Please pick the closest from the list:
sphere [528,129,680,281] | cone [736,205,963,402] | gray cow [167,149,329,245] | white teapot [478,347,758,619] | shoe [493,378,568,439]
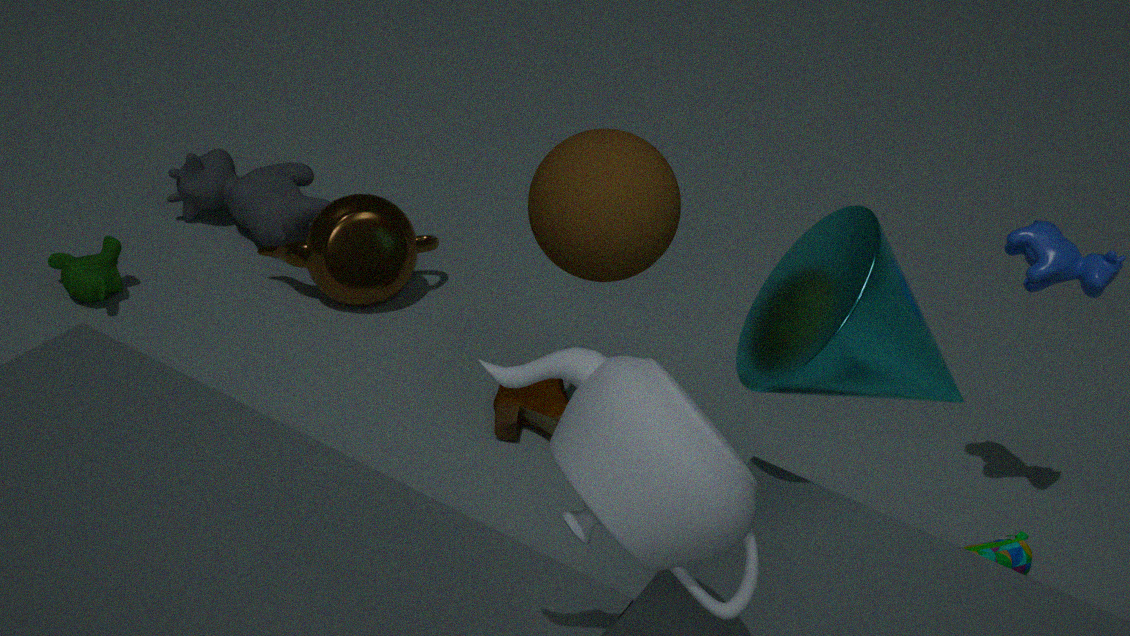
white teapot [478,347,758,619]
